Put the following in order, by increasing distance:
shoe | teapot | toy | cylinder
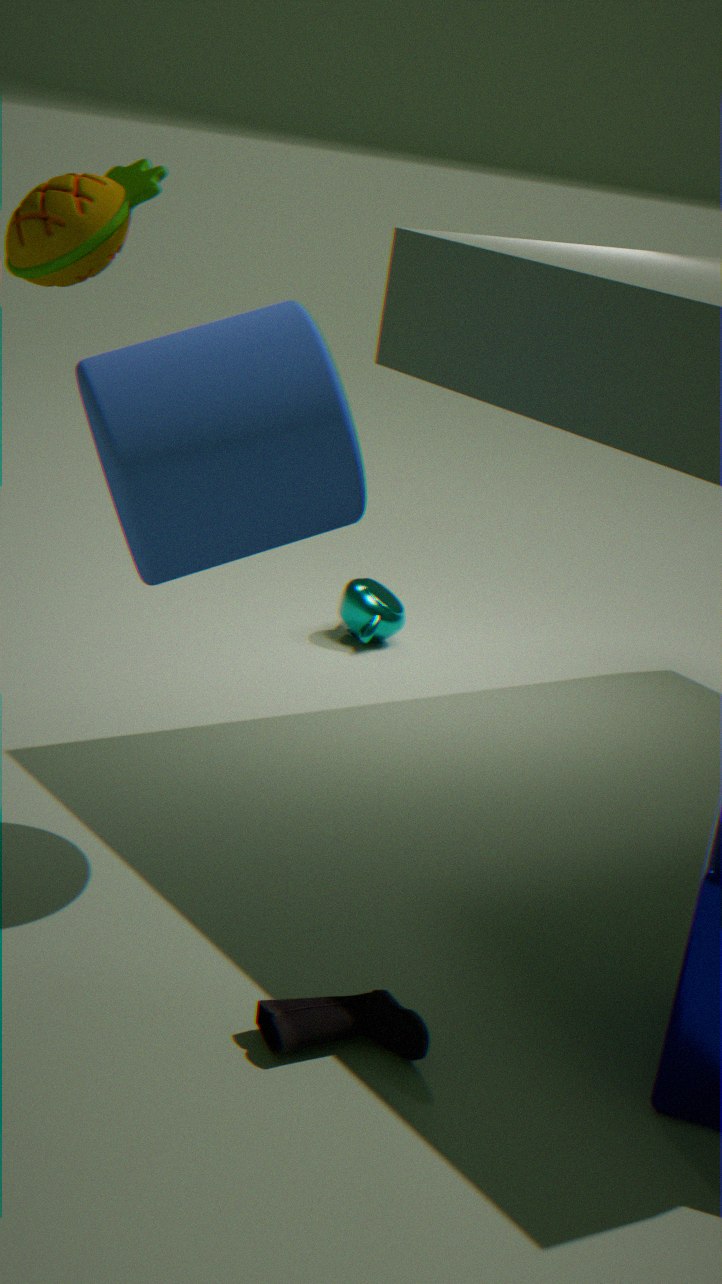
shoe → toy → cylinder → teapot
